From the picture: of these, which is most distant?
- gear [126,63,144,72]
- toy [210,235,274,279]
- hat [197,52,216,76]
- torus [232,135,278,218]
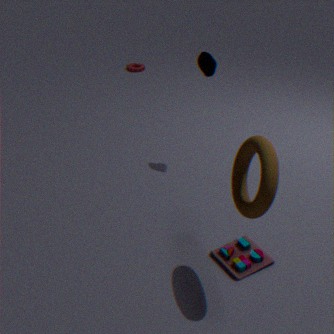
gear [126,63,144,72]
